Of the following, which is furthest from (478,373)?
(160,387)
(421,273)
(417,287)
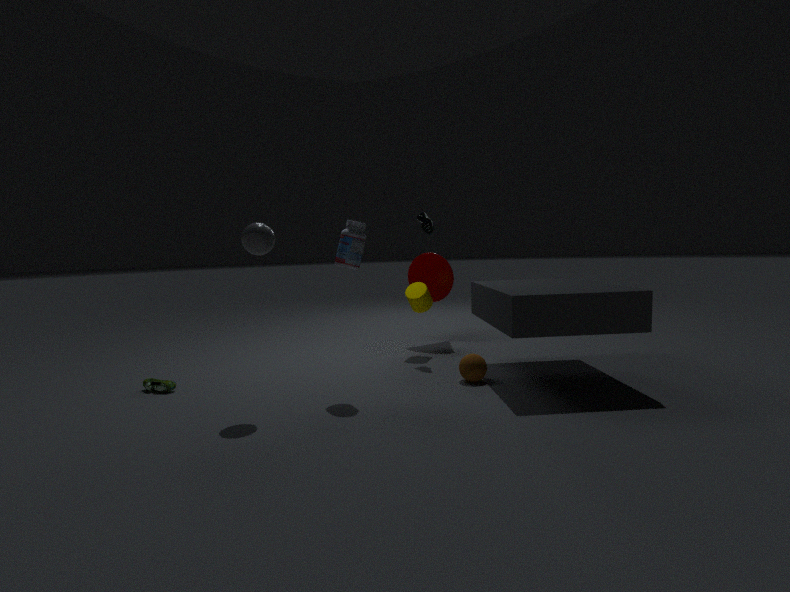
(160,387)
